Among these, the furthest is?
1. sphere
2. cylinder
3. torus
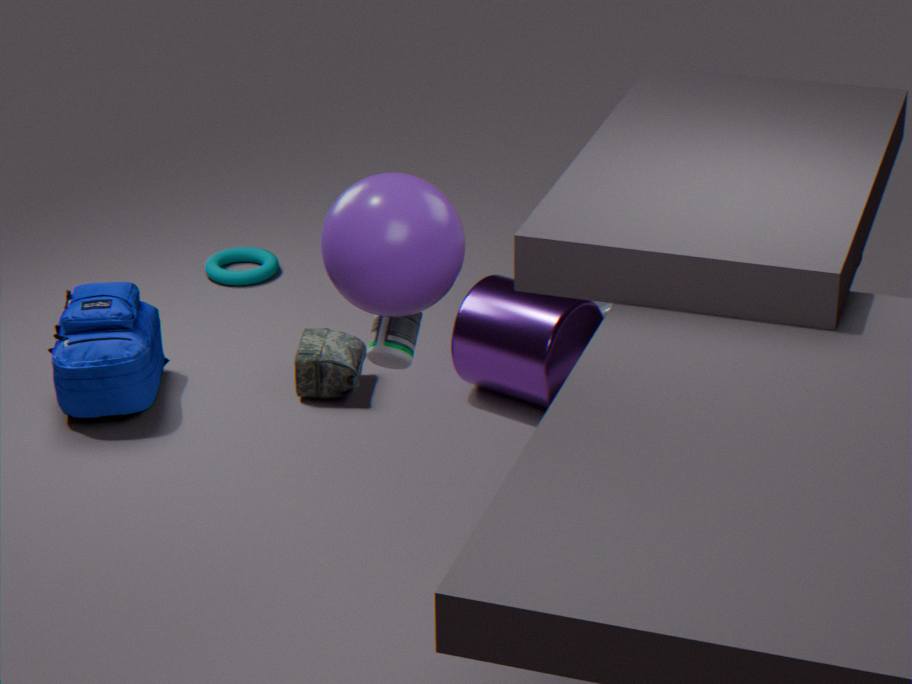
torus
